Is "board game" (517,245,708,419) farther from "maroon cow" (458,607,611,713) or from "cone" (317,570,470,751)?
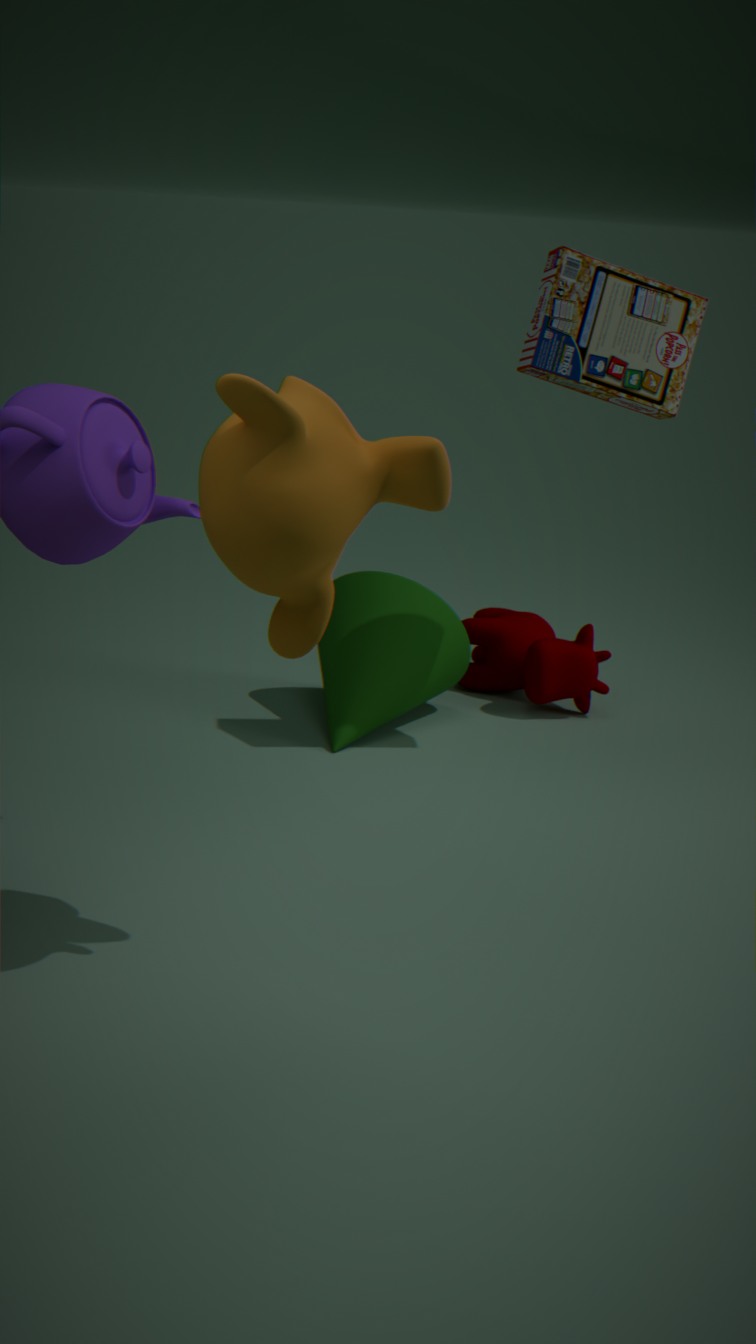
"maroon cow" (458,607,611,713)
